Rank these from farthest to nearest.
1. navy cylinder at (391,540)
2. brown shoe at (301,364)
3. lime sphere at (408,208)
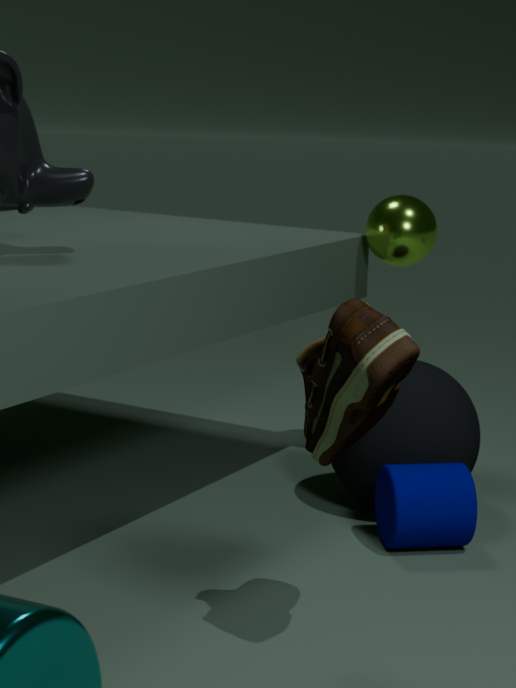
lime sphere at (408,208)
navy cylinder at (391,540)
brown shoe at (301,364)
